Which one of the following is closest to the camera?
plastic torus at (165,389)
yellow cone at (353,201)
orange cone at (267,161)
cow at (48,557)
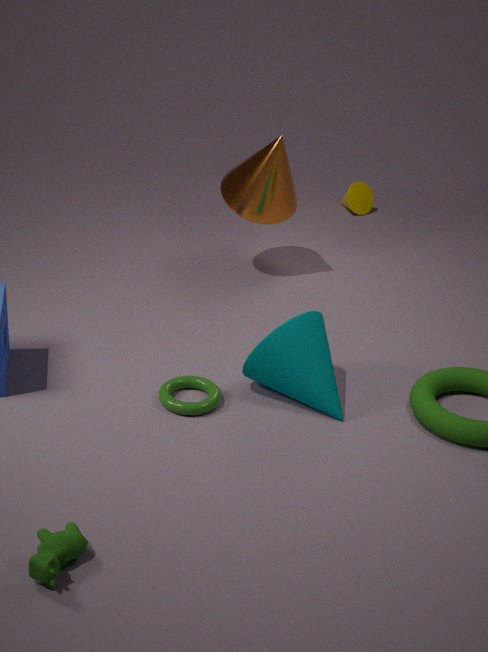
cow at (48,557)
